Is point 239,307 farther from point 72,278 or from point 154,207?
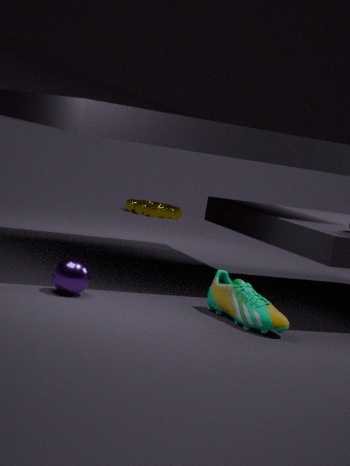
point 154,207
